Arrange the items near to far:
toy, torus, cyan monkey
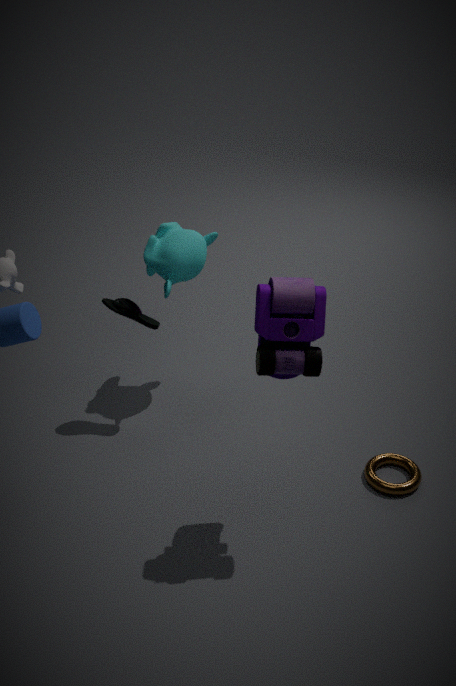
toy < torus < cyan monkey
